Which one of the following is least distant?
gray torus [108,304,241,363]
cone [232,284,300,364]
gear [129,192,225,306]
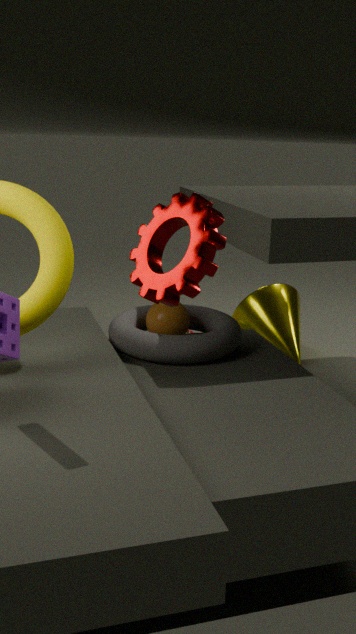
gear [129,192,225,306]
